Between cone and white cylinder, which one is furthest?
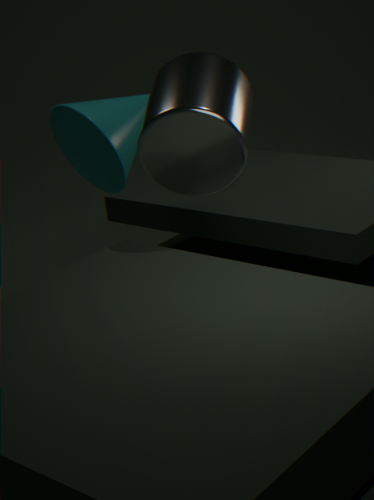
cone
